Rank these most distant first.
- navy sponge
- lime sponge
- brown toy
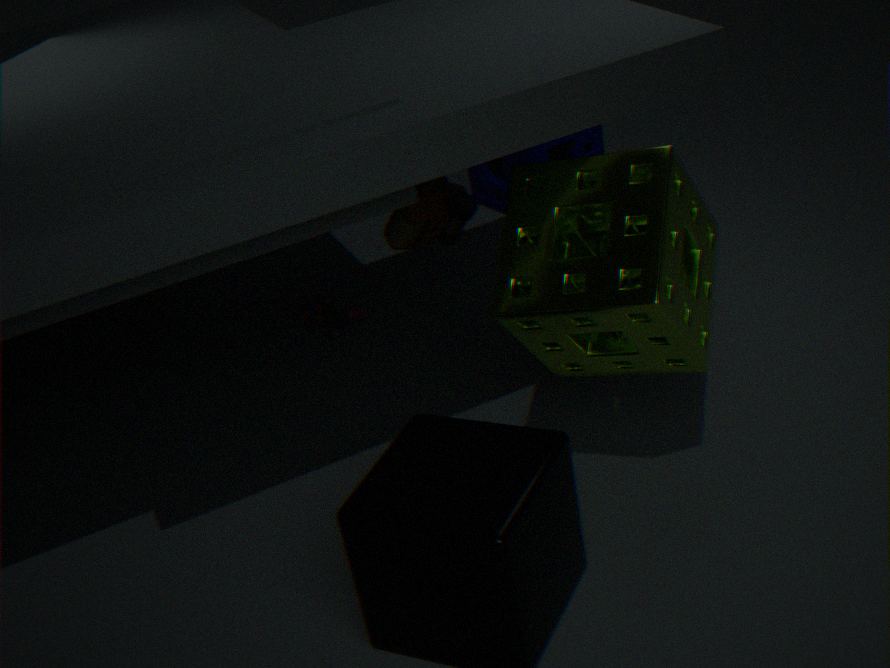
1. navy sponge
2. brown toy
3. lime sponge
